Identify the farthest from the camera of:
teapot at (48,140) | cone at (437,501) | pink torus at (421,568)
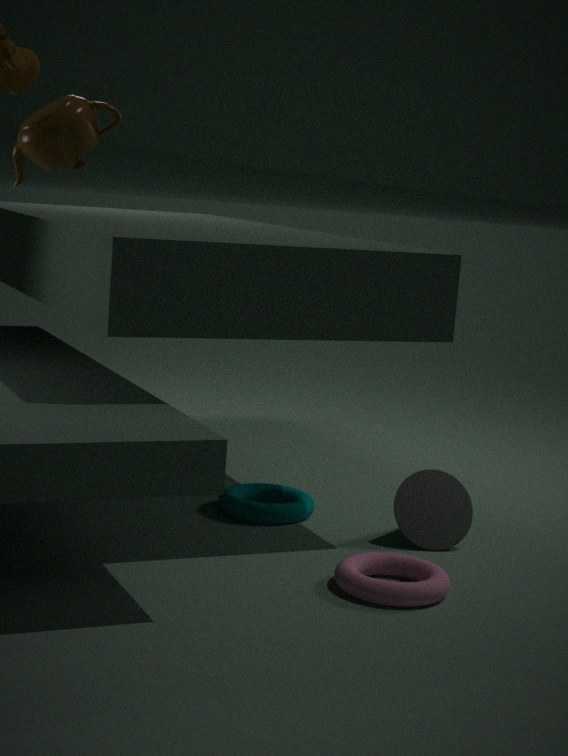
cone at (437,501)
